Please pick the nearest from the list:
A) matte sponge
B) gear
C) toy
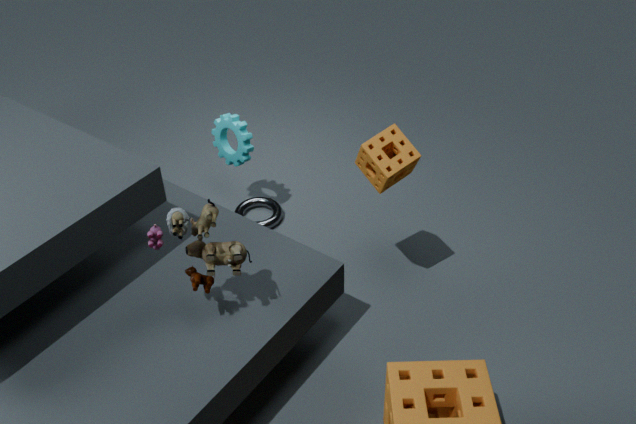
toy
